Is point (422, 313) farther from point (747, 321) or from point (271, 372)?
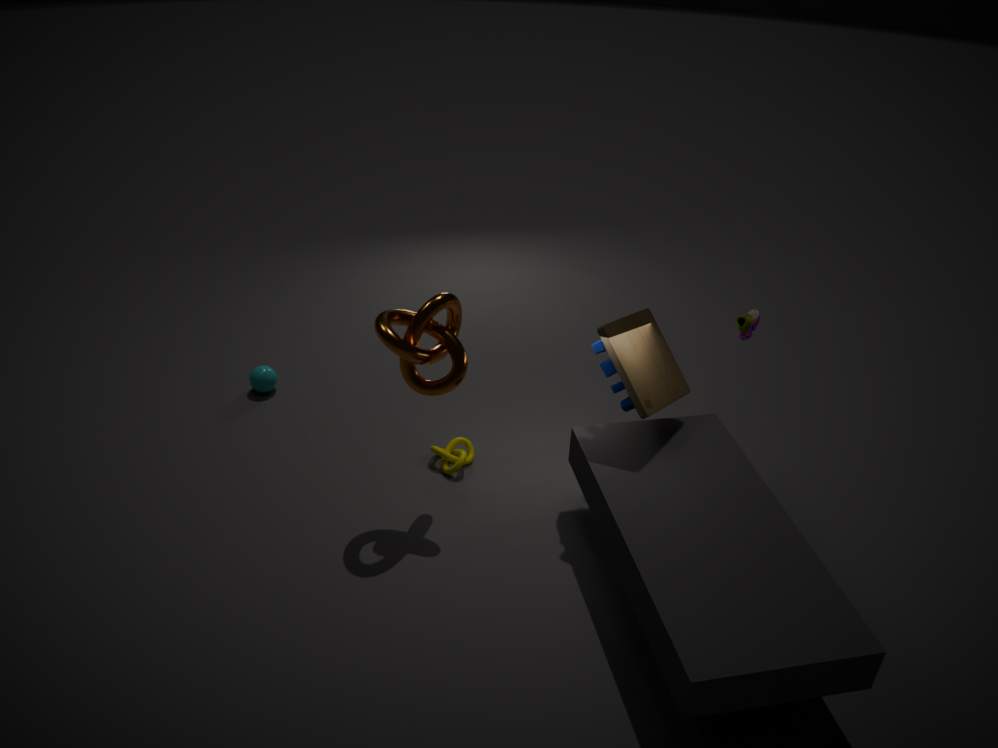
point (747, 321)
